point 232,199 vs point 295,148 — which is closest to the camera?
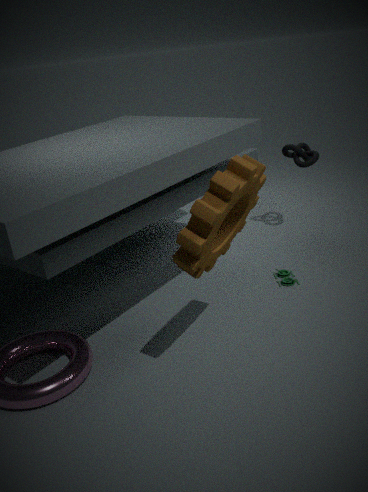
point 232,199
